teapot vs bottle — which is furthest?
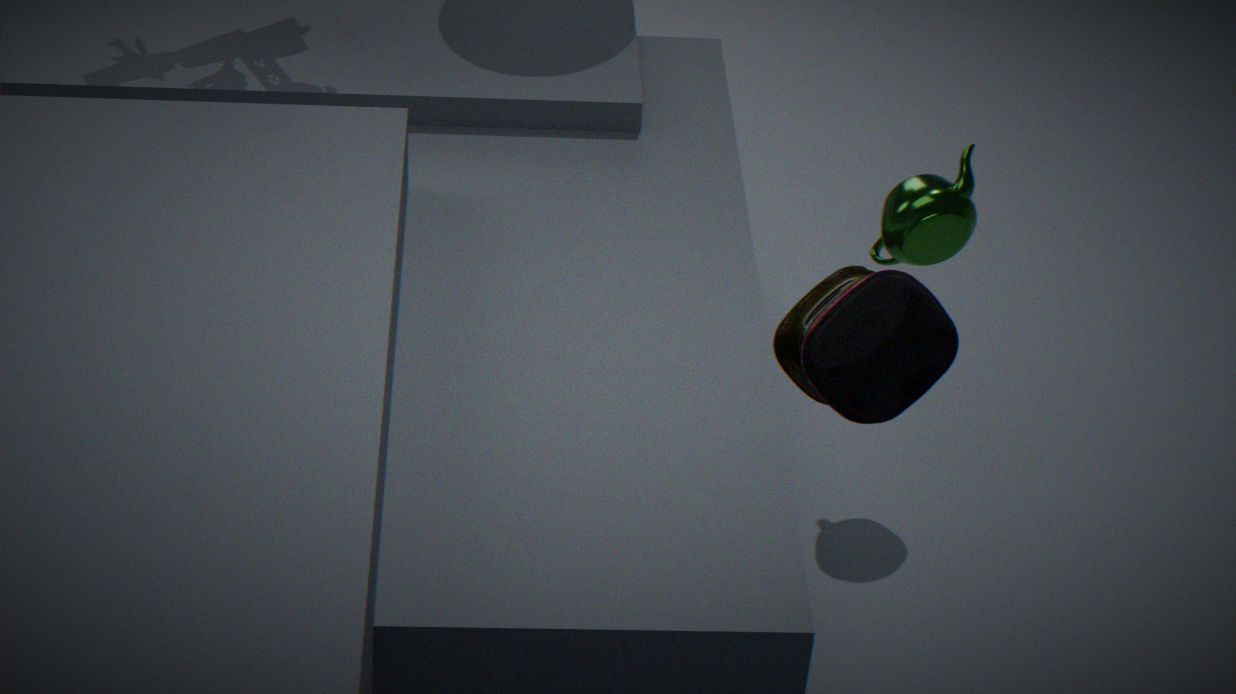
teapot
